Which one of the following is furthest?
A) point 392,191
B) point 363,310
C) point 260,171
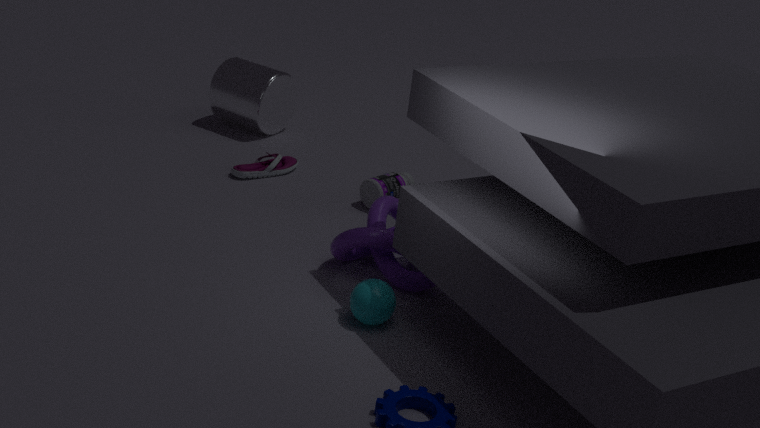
point 260,171
